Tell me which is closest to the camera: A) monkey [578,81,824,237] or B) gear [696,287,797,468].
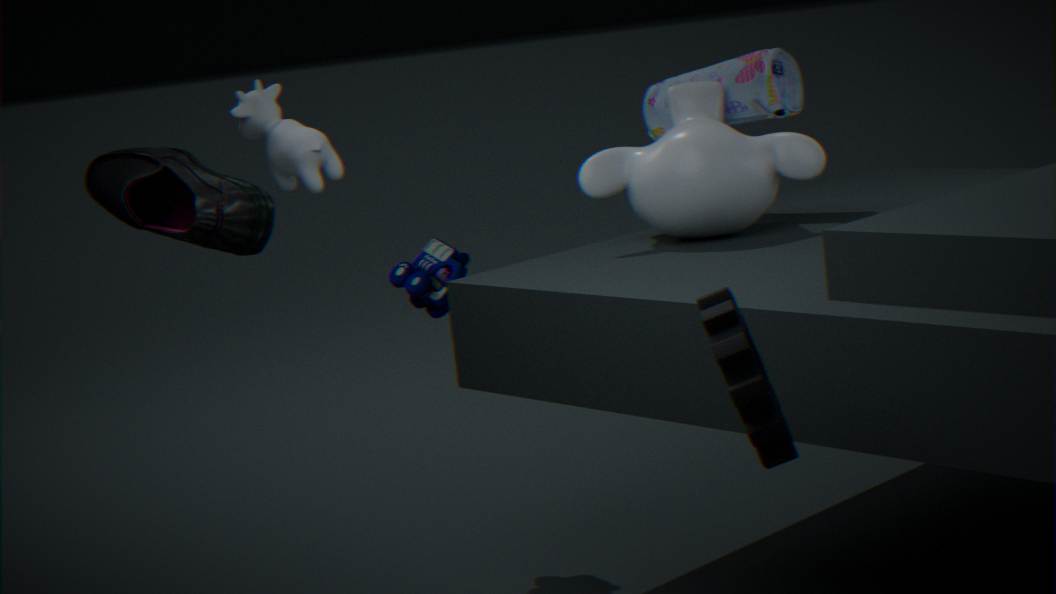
B. gear [696,287,797,468]
